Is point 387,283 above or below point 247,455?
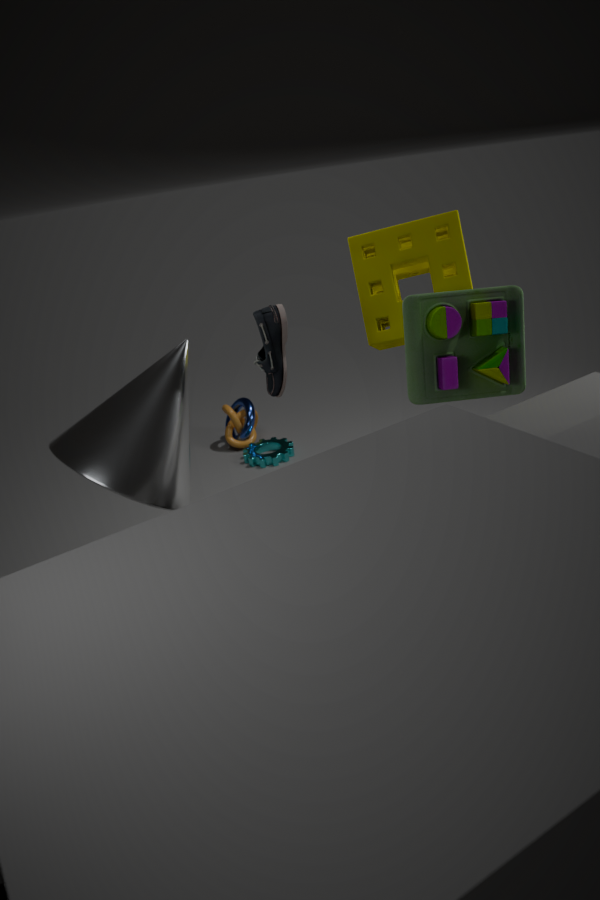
above
